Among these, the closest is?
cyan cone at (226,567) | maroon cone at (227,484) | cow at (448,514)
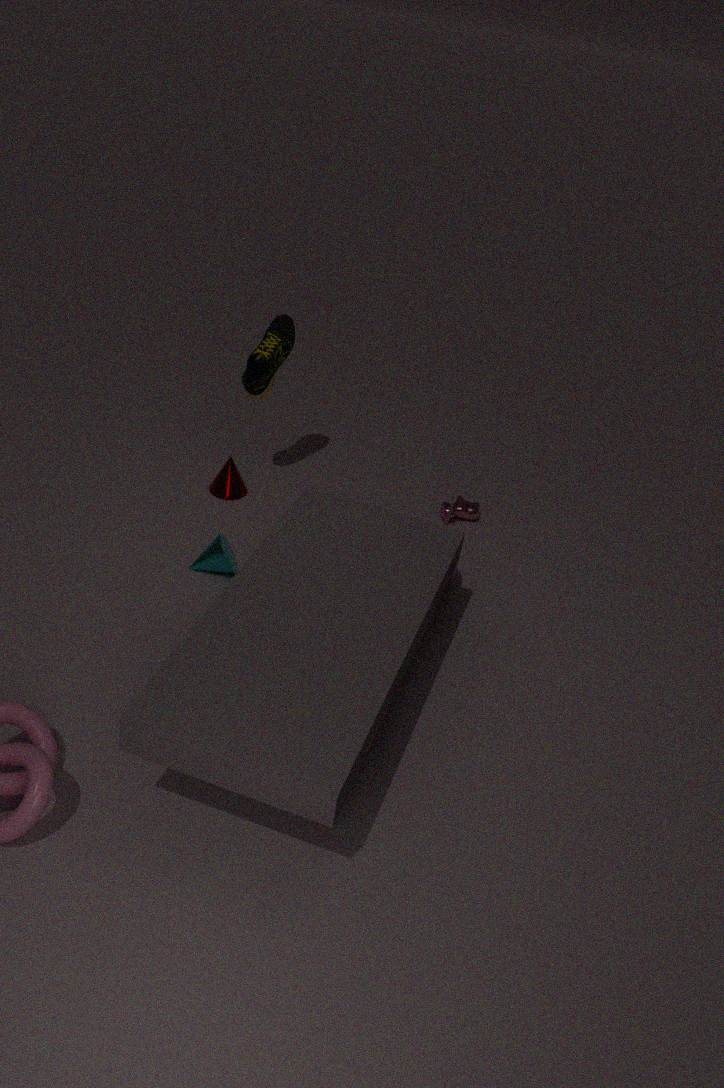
cyan cone at (226,567)
